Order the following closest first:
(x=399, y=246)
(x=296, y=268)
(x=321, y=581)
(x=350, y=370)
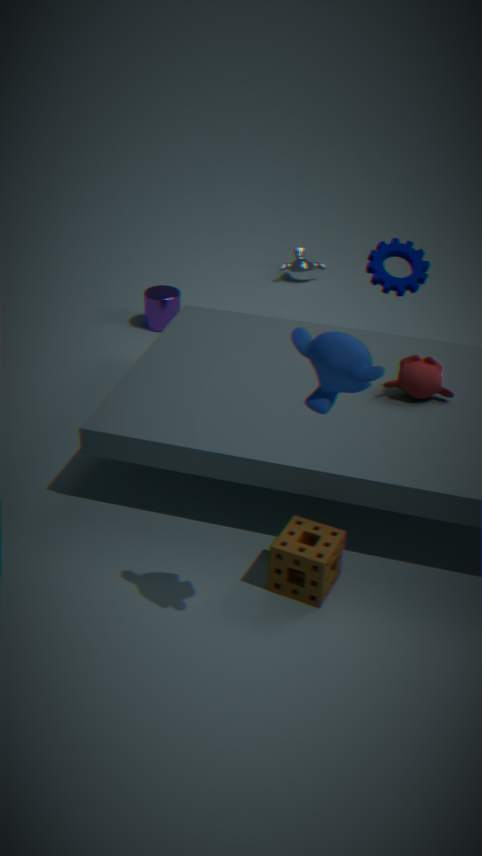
(x=350, y=370)
(x=321, y=581)
(x=399, y=246)
(x=296, y=268)
